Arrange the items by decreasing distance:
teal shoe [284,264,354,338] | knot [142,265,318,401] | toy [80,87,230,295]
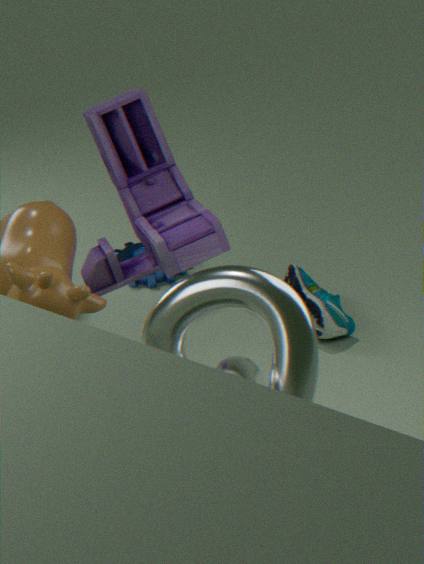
teal shoe [284,264,354,338], toy [80,87,230,295], knot [142,265,318,401]
